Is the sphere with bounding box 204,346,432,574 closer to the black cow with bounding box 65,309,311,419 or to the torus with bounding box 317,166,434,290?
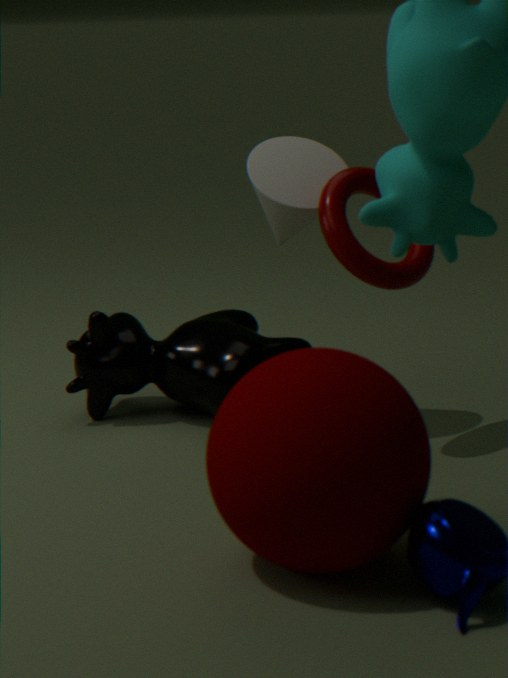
the torus with bounding box 317,166,434,290
